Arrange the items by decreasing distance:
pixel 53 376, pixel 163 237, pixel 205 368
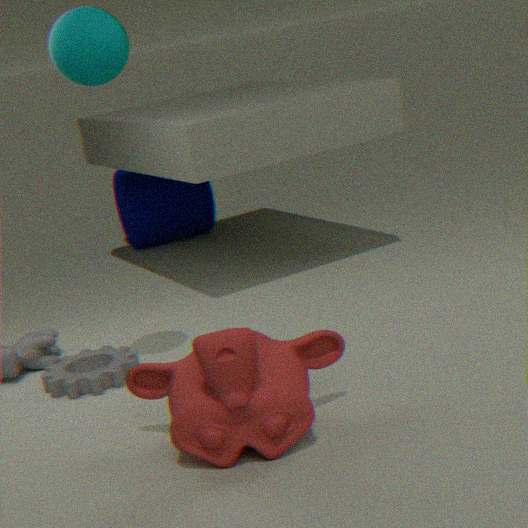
pixel 163 237 < pixel 53 376 < pixel 205 368
